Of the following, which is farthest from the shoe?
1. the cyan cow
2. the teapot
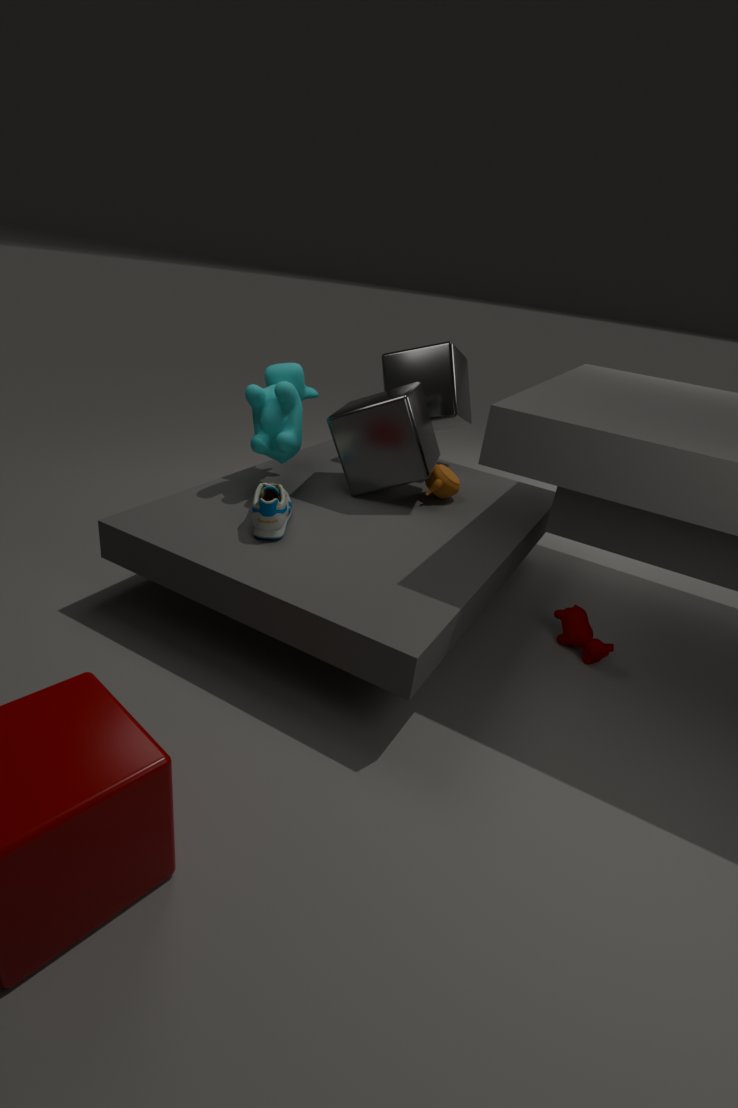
the teapot
